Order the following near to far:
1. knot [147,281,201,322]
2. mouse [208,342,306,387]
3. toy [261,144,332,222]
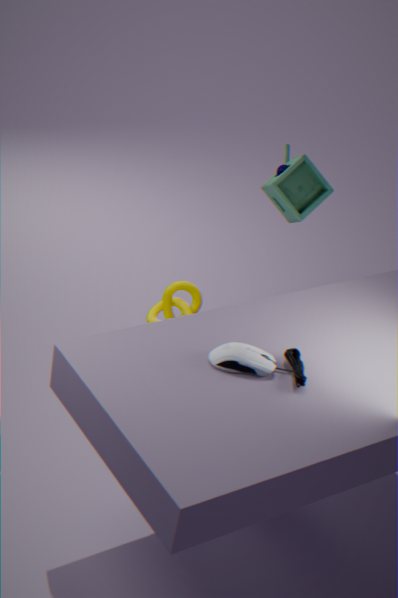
mouse [208,342,306,387], toy [261,144,332,222], knot [147,281,201,322]
